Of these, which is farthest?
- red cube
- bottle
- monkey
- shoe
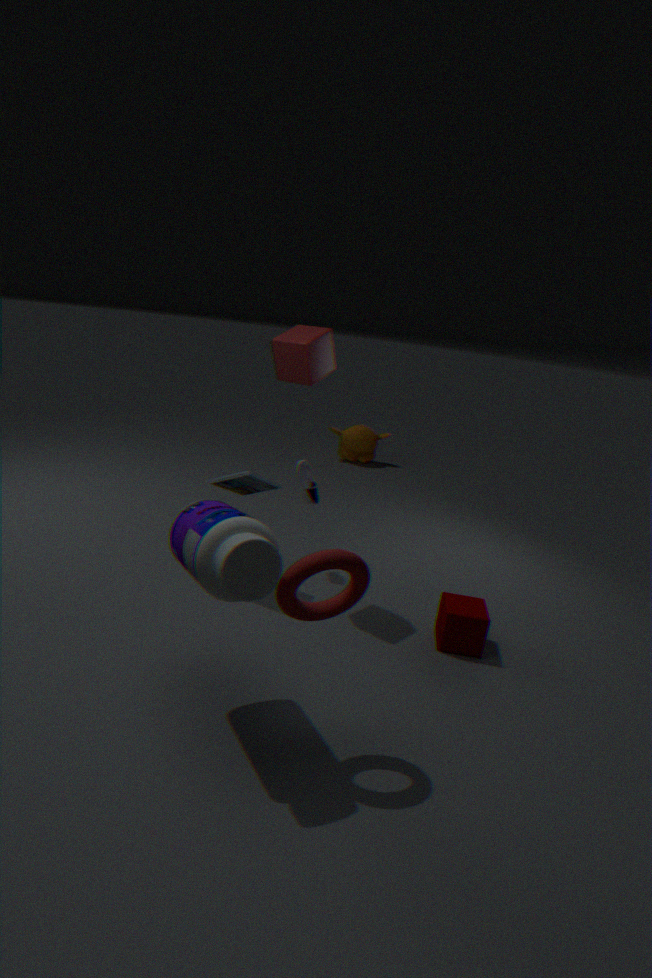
monkey
